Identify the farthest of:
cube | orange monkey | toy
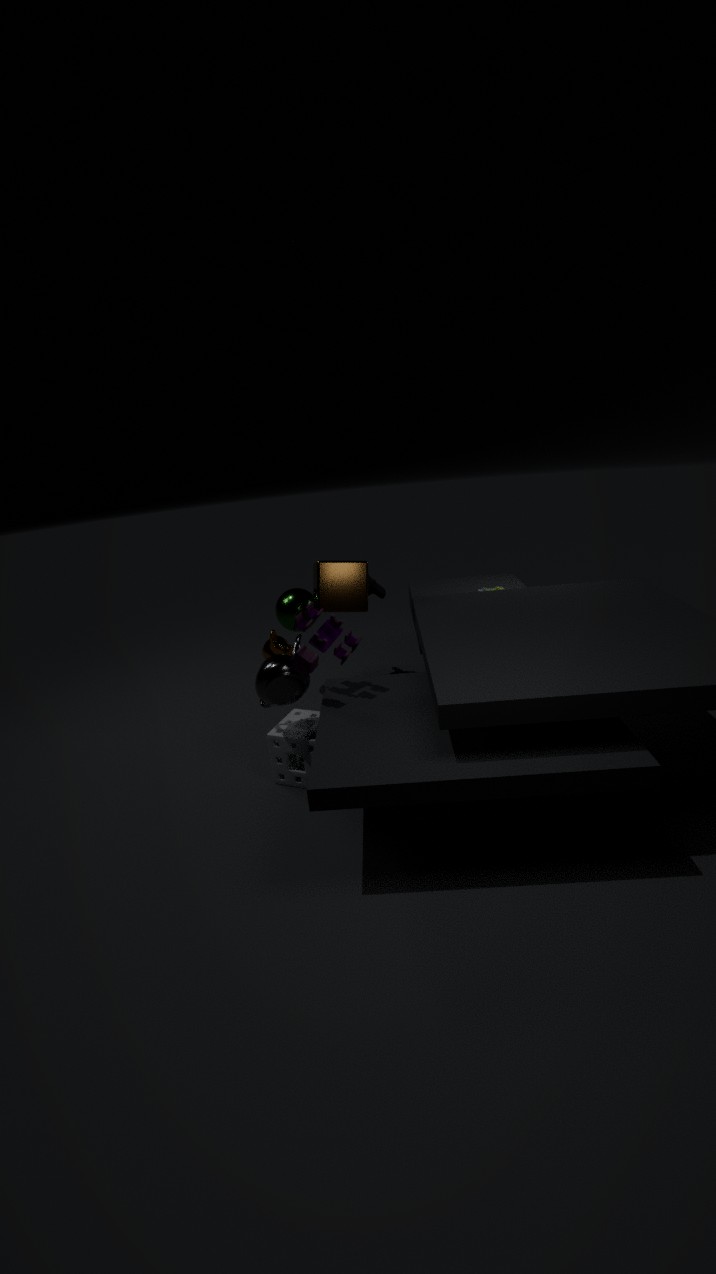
orange monkey
